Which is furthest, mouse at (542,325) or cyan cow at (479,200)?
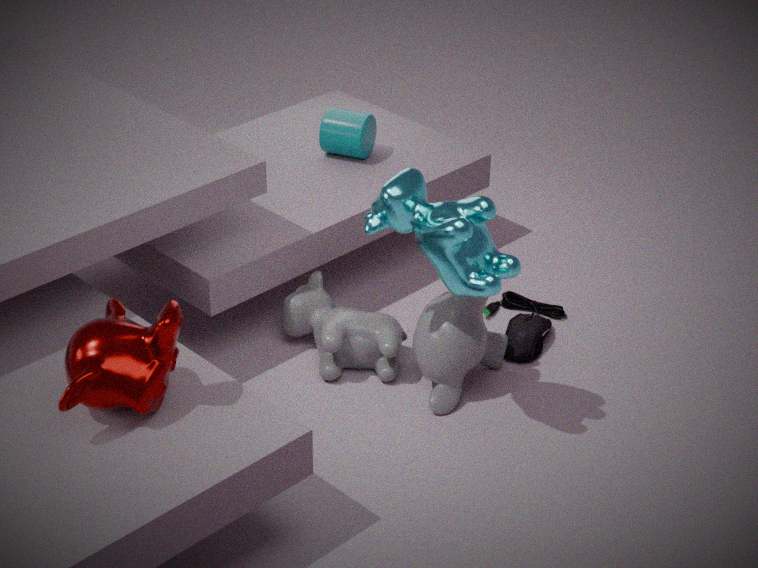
mouse at (542,325)
